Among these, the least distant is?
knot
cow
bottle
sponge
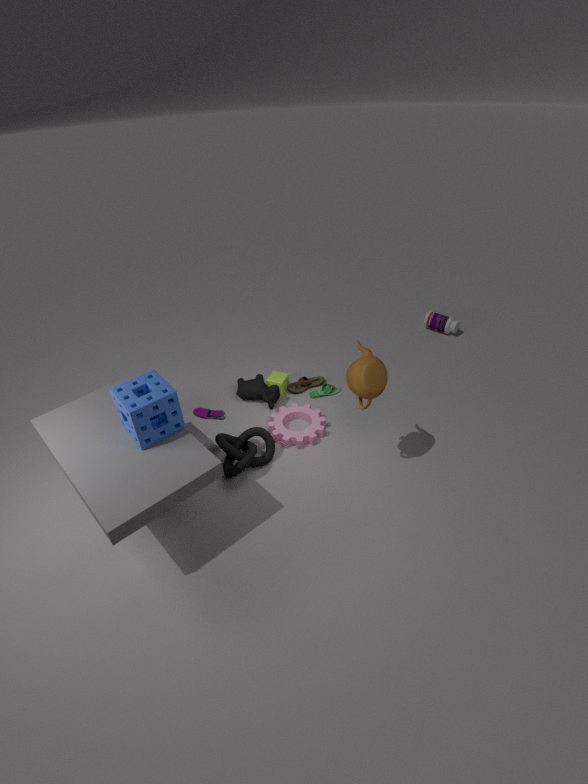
sponge
